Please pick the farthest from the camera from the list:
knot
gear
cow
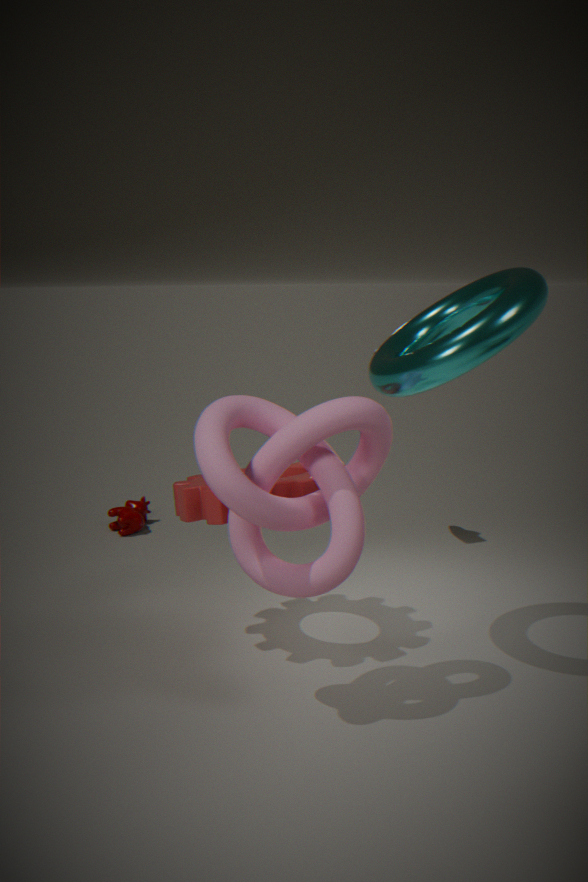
cow
